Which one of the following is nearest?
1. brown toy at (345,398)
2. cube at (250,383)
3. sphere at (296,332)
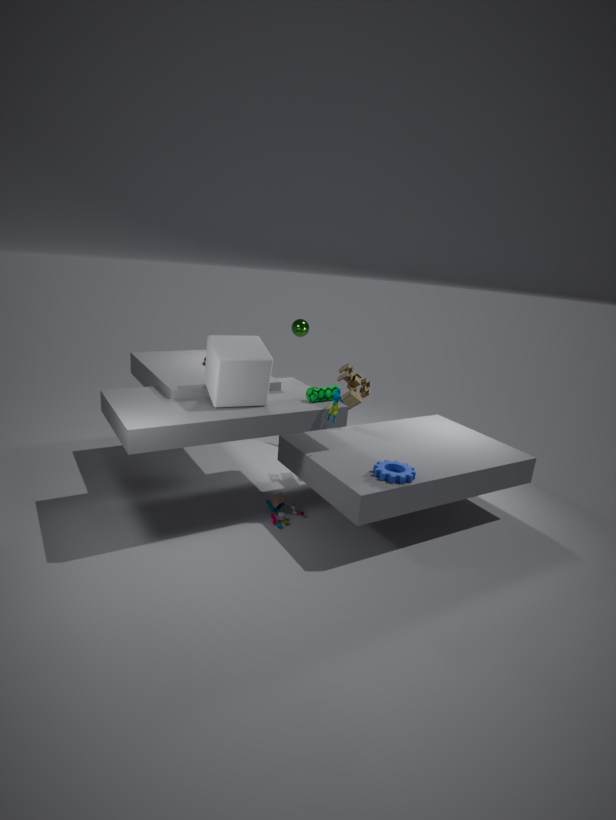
cube at (250,383)
